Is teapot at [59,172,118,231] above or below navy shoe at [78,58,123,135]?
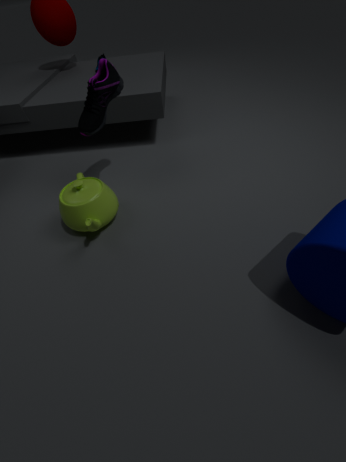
below
